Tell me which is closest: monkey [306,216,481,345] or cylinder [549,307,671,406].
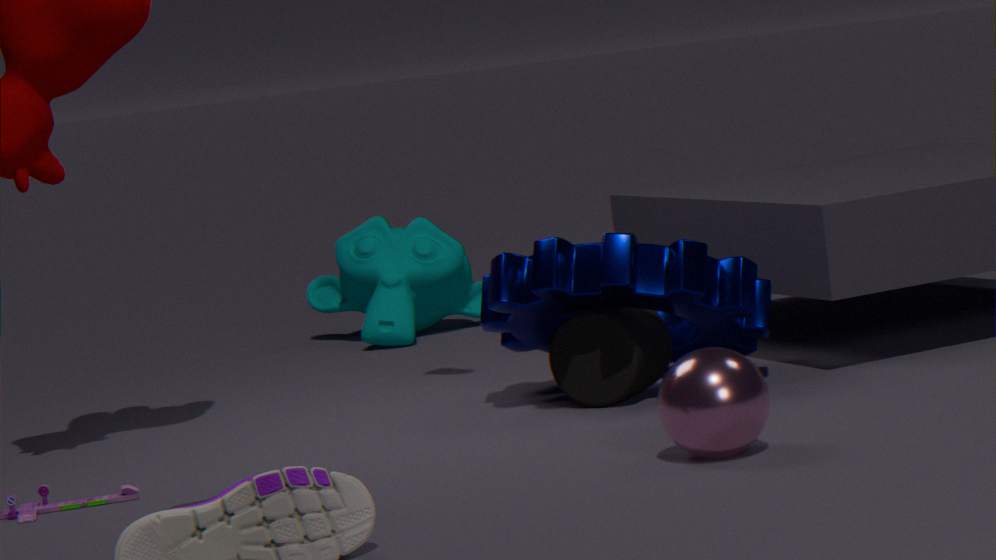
cylinder [549,307,671,406]
